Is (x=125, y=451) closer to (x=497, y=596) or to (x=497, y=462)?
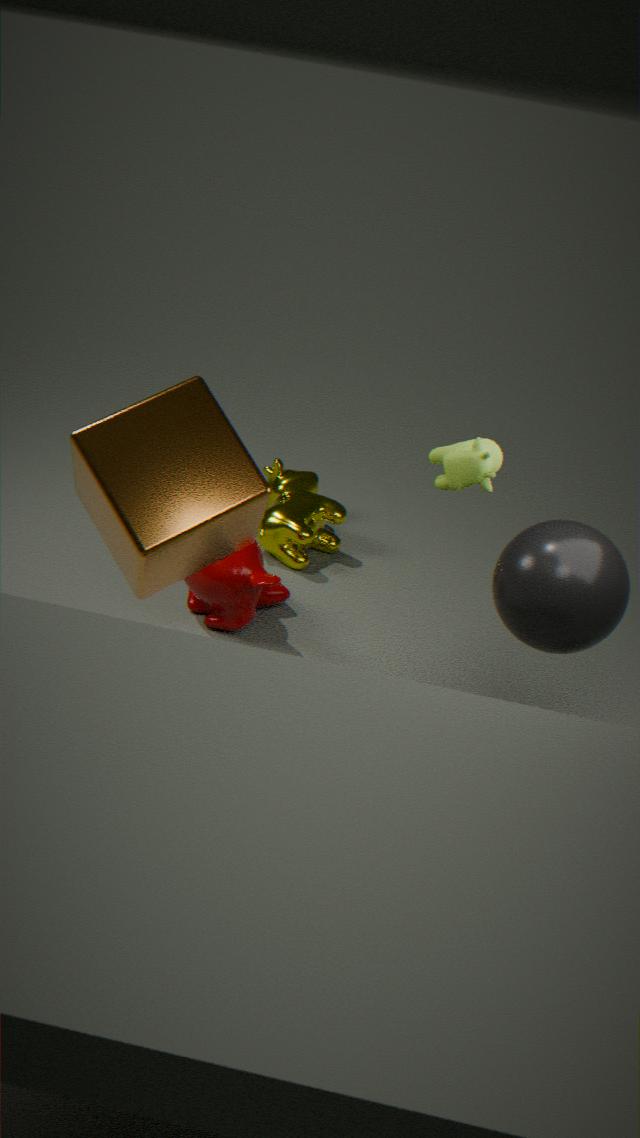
(x=497, y=462)
